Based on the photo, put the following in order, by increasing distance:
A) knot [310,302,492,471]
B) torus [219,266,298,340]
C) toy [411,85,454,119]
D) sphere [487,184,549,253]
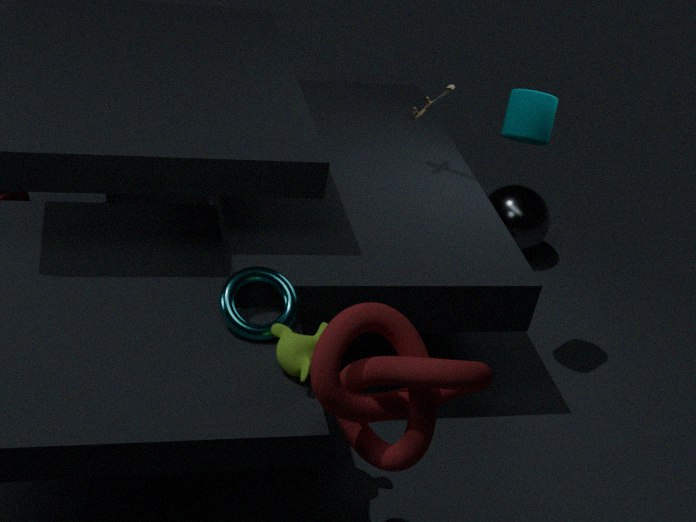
1. knot [310,302,492,471]
2. torus [219,266,298,340]
3. toy [411,85,454,119]
4. sphere [487,184,549,253]
